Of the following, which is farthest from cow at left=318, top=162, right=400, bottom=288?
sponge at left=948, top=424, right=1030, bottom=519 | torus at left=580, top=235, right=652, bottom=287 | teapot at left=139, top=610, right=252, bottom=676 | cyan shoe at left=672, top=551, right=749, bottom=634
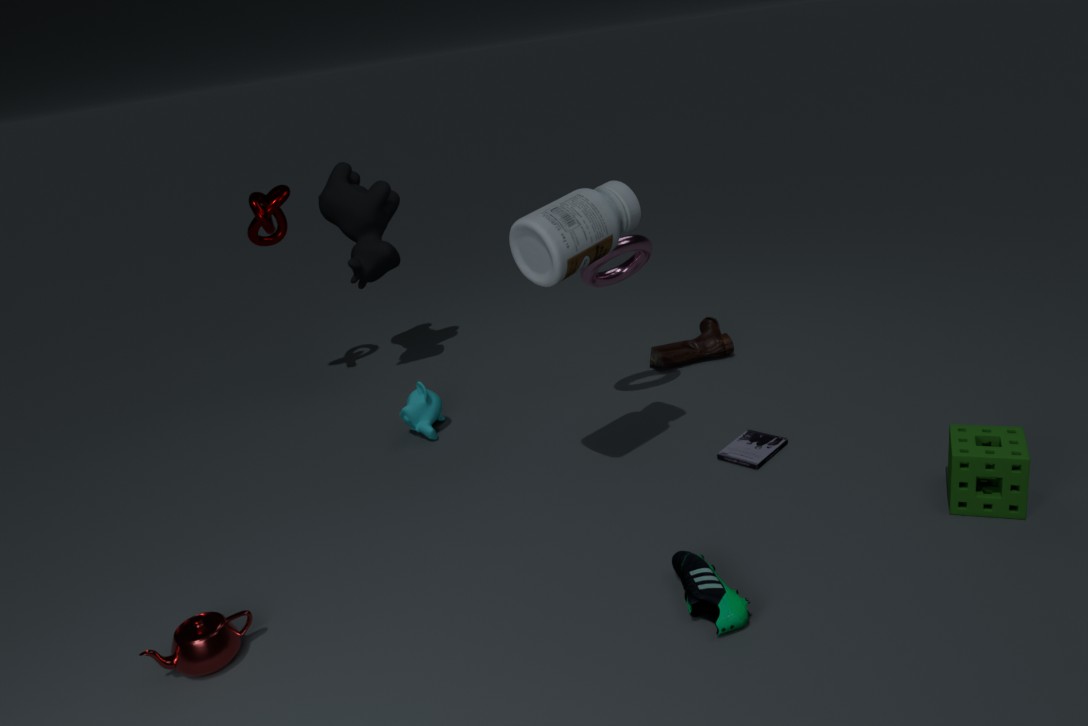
sponge at left=948, top=424, right=1030, bottom=519
